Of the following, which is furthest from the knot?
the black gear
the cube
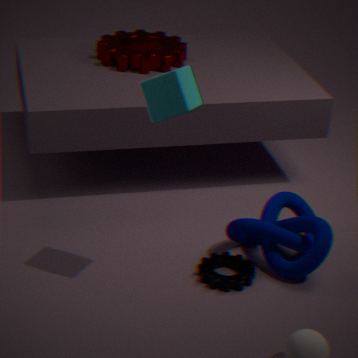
the cube
